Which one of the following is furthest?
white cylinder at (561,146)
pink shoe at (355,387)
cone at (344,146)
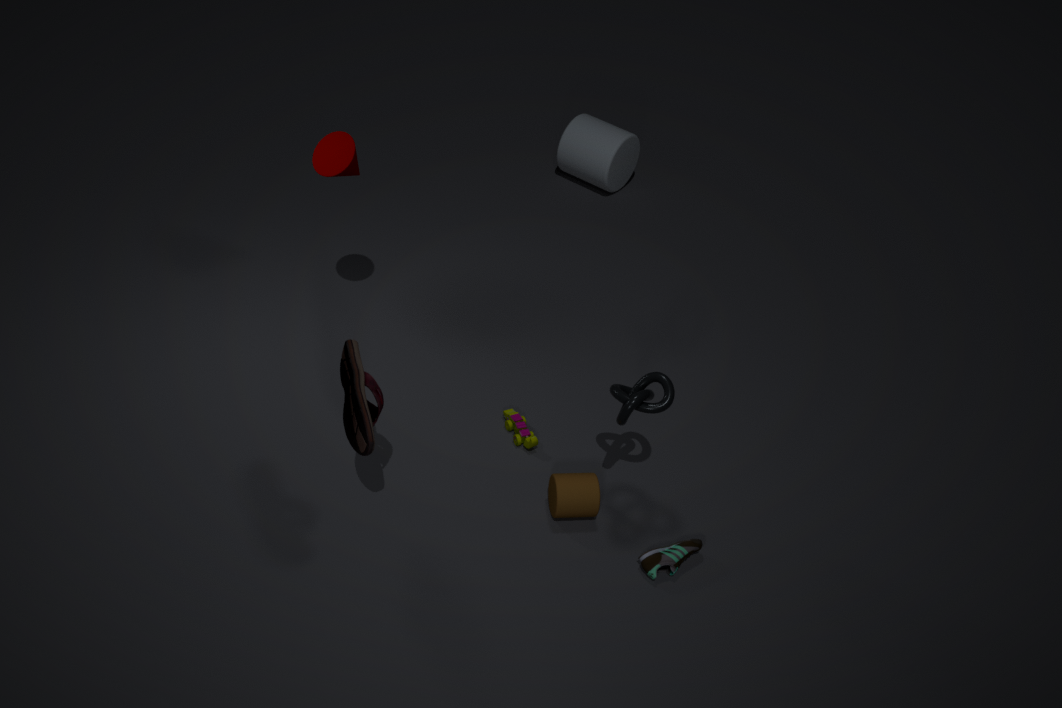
white cylinder at (561,146)
